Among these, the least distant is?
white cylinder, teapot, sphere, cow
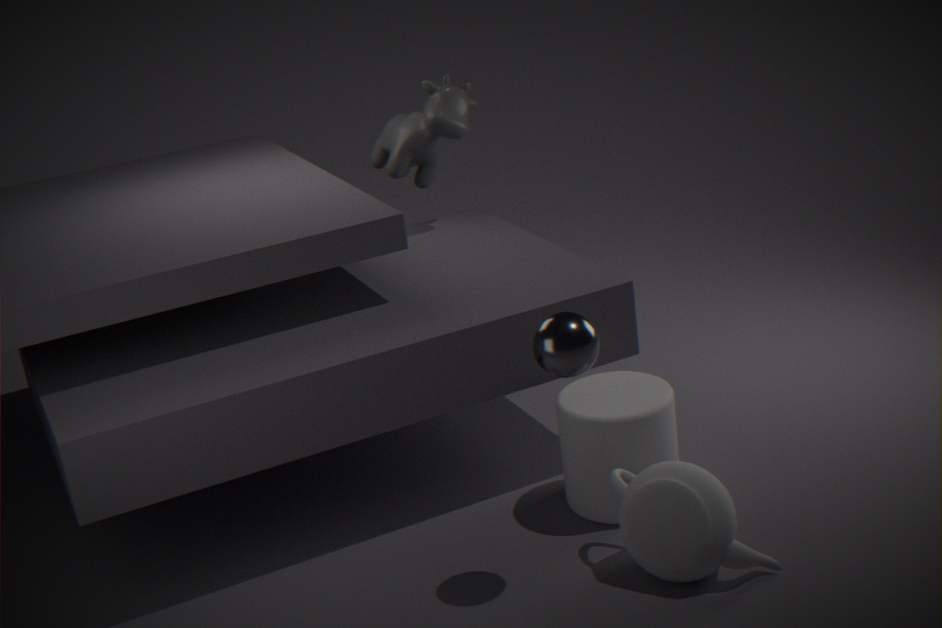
sphere
